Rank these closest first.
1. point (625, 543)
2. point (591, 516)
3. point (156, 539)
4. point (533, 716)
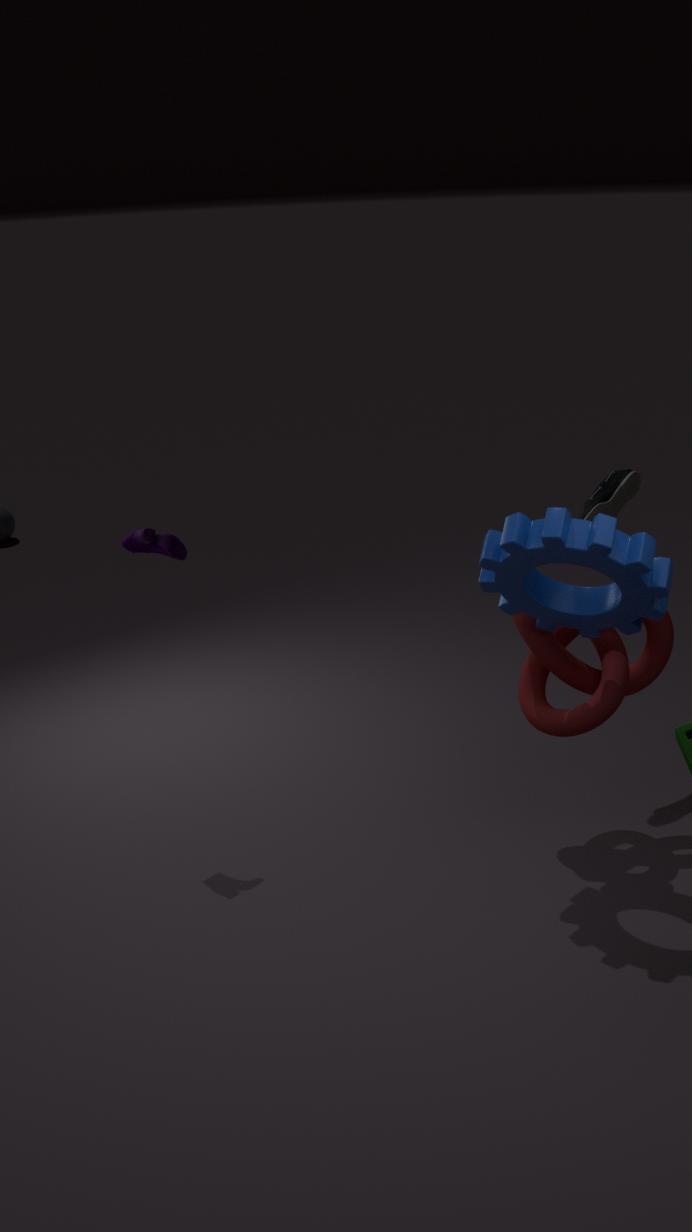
point (625, 543)
point (156, 539)
point (533, 716)
point (591, 516)
